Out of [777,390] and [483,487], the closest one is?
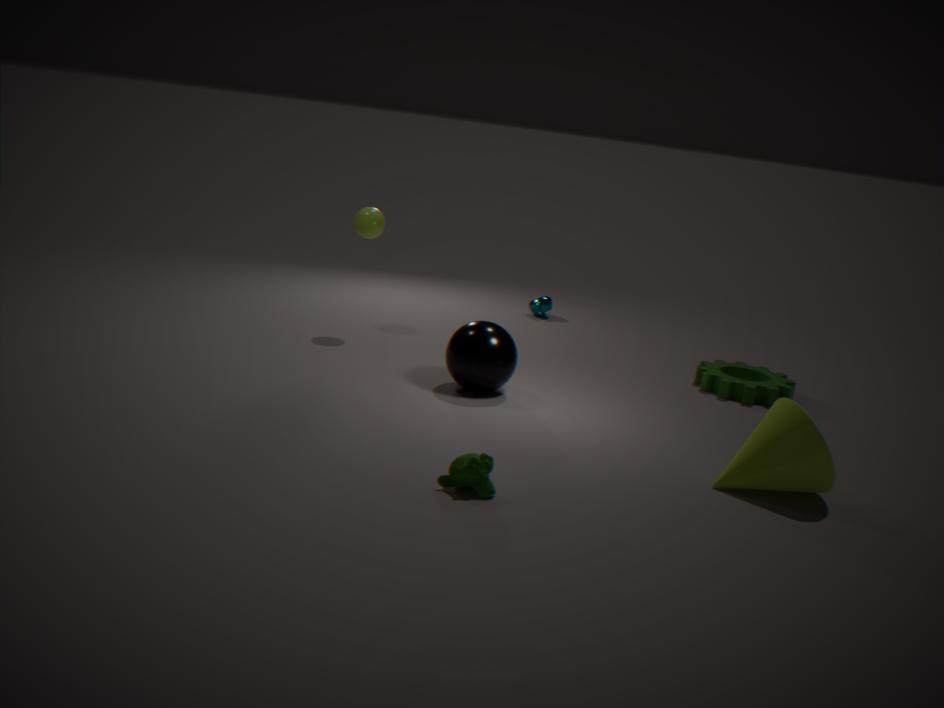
[483,487]
